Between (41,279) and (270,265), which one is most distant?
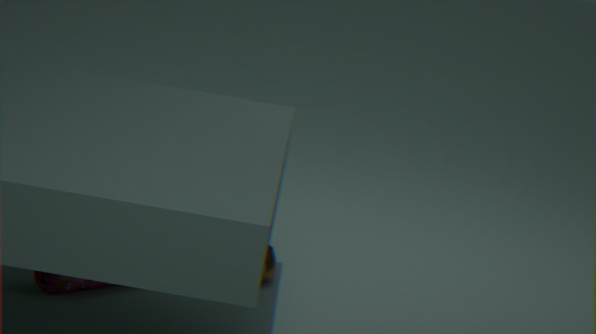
(270,265)
